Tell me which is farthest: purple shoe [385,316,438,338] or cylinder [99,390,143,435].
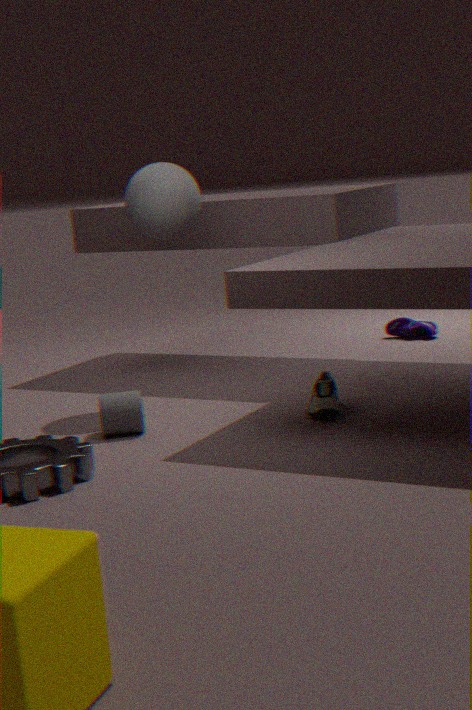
purple shoe [385,316,438,338]
